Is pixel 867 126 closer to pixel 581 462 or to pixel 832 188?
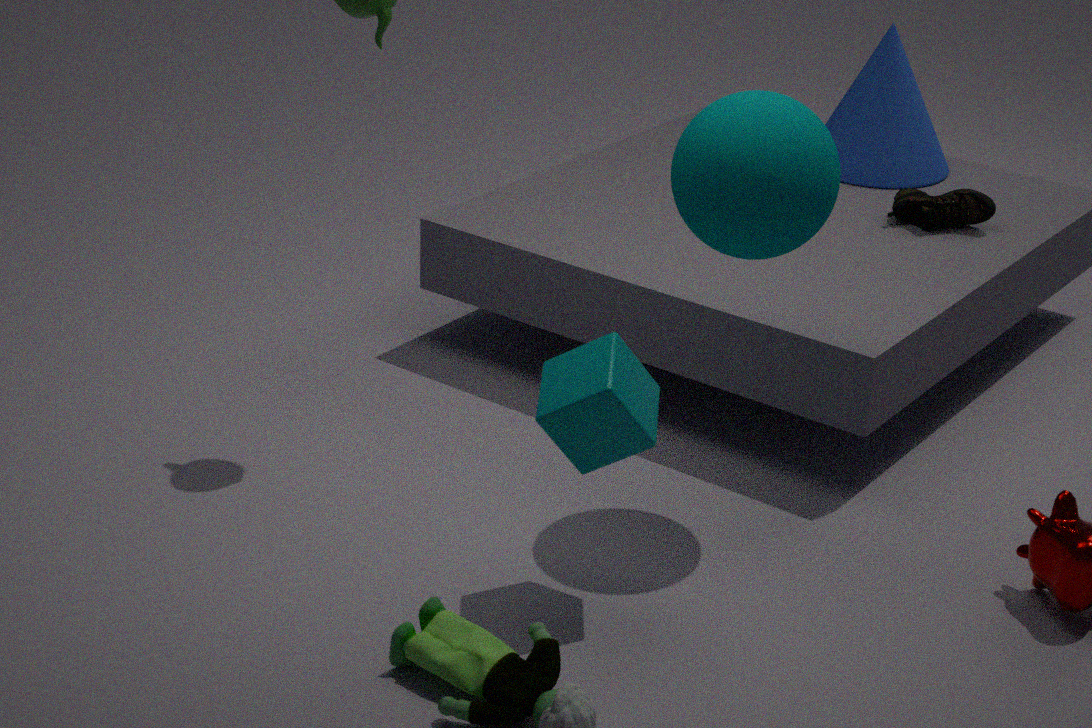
pixel 832 188
